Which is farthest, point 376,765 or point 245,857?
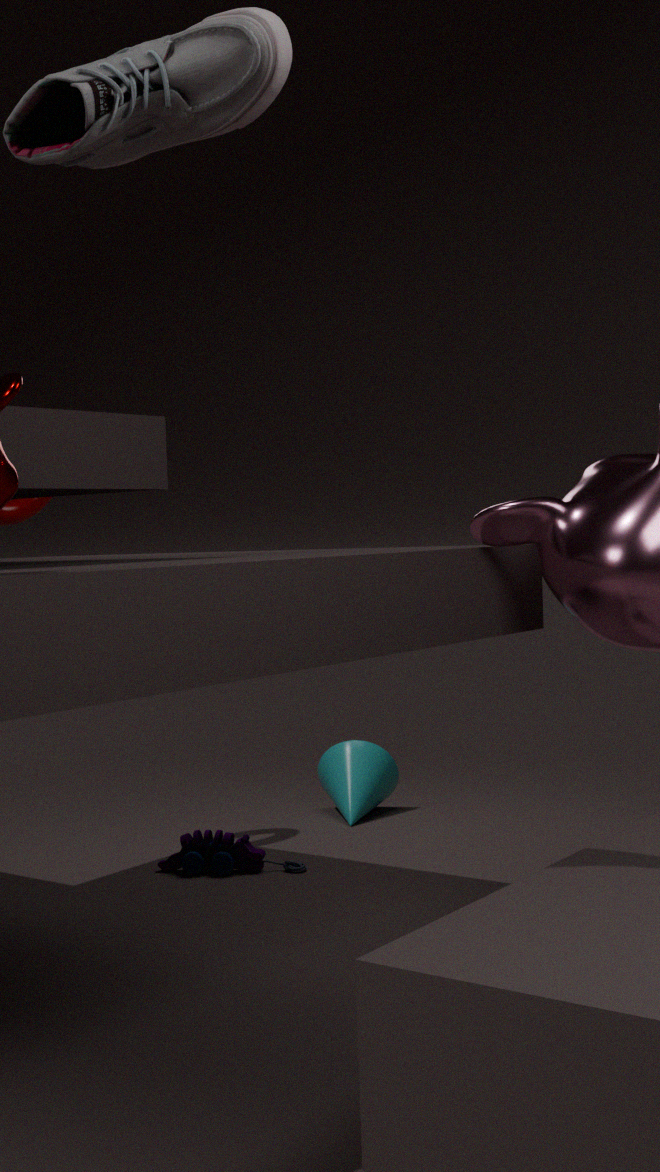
point 376,765
